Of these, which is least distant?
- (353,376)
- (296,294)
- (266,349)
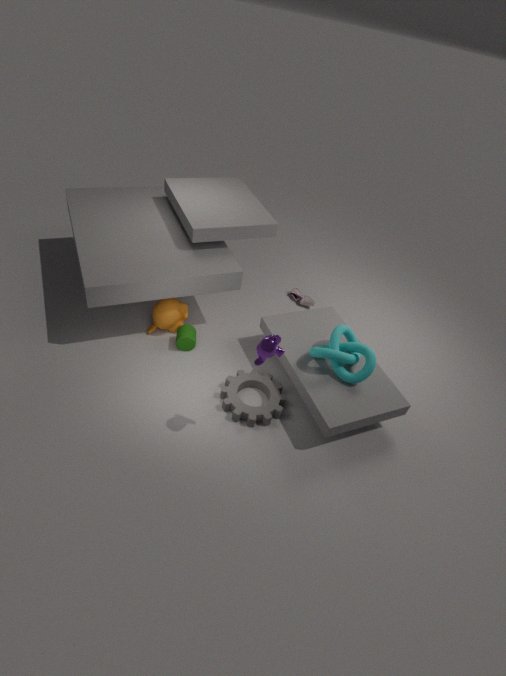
(266,349)
